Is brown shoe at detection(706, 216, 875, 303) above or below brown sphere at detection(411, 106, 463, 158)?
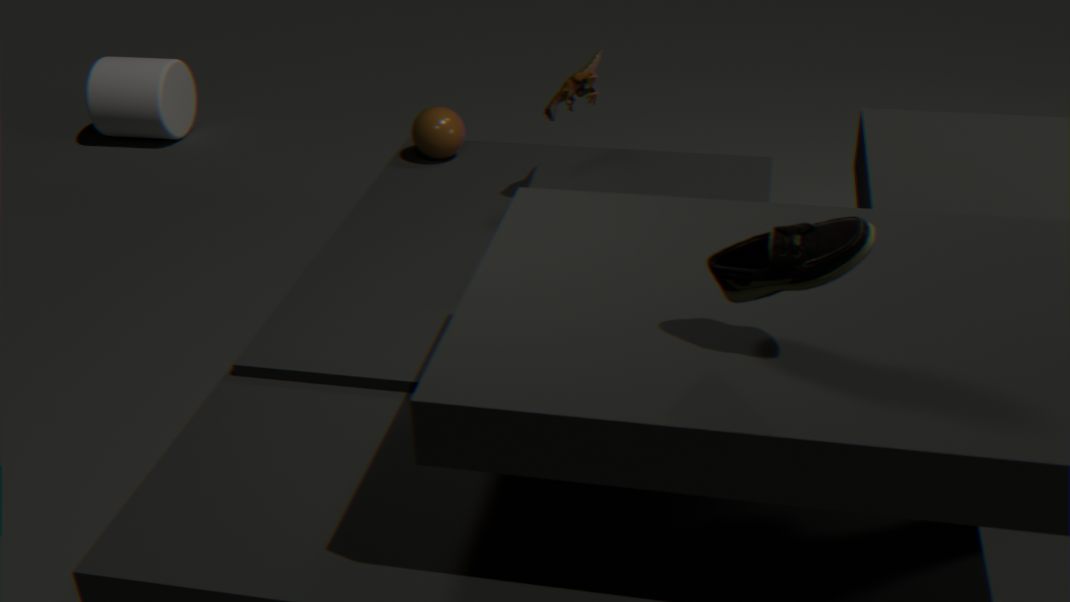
above
